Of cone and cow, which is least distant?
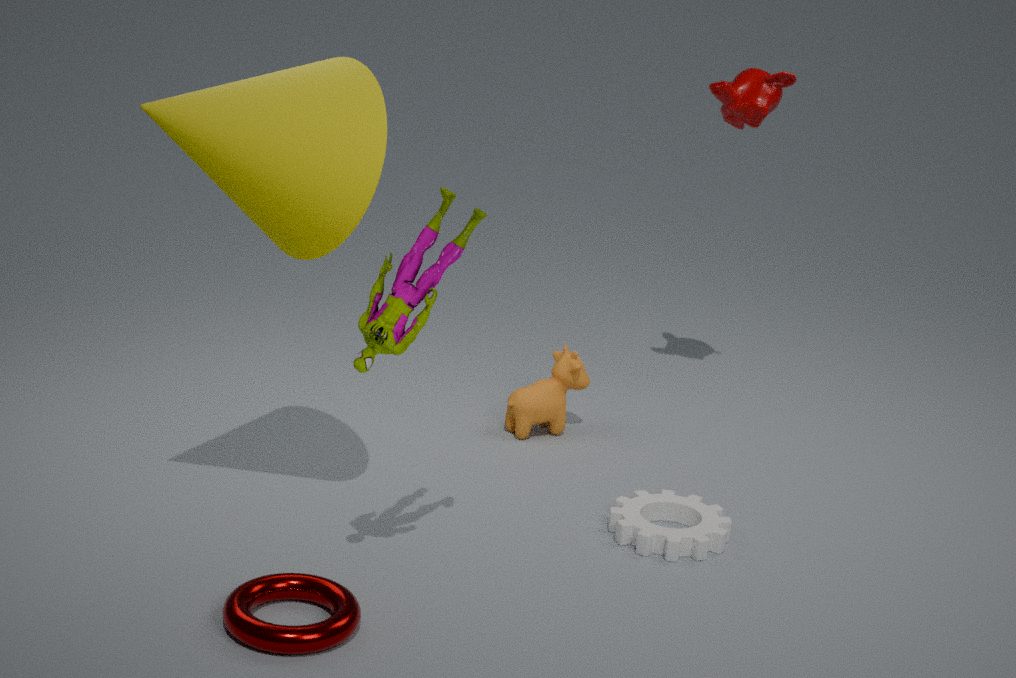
cone
